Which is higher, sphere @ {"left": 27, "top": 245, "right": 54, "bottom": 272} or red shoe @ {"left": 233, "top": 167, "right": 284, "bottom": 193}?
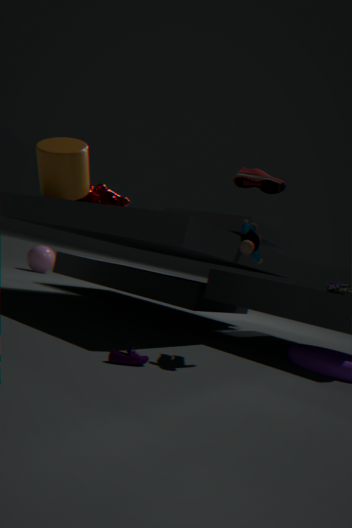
red shoe @ {"left": 233, "top": 167, "right": 284, "bottom": 193}
